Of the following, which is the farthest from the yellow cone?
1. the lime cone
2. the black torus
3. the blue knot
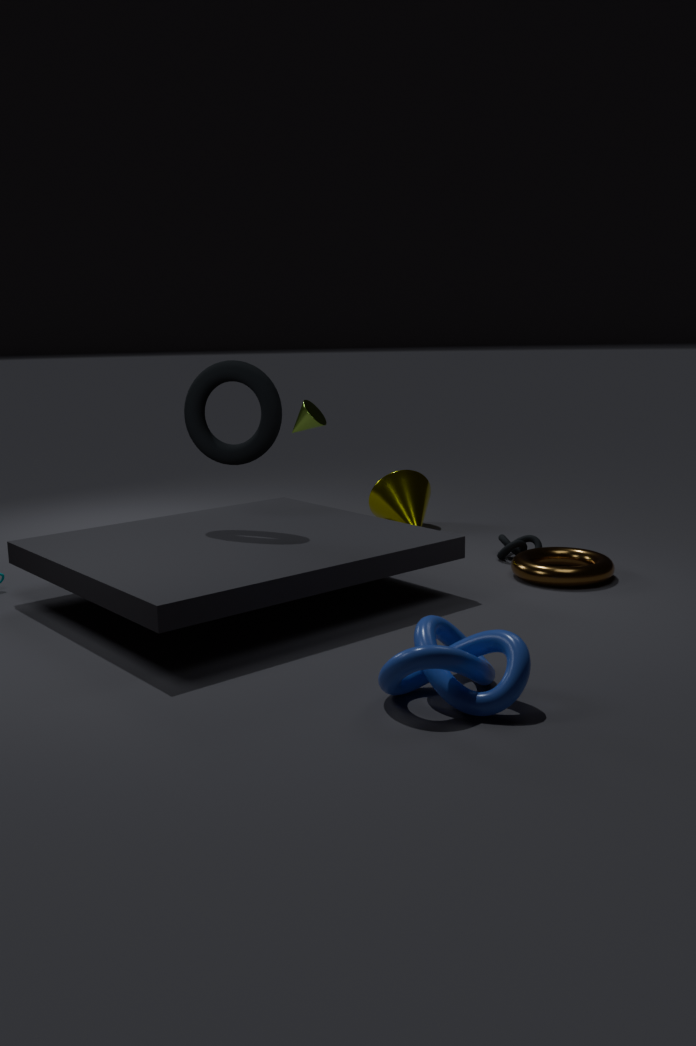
the blue knot
